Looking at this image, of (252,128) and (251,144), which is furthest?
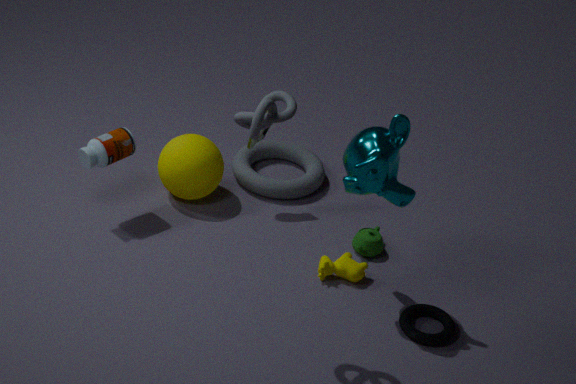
(251,144)
